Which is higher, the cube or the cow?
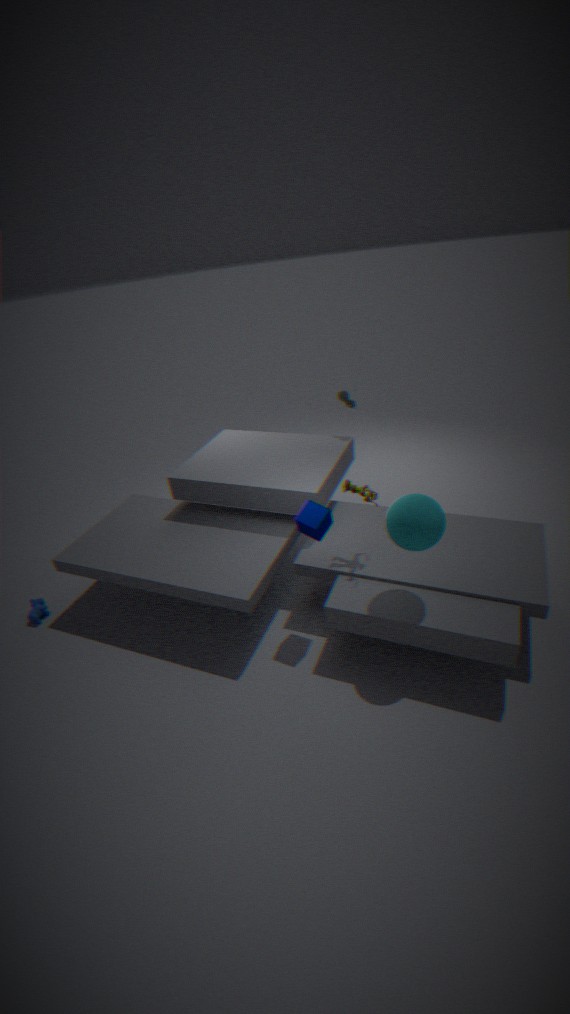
the cube
